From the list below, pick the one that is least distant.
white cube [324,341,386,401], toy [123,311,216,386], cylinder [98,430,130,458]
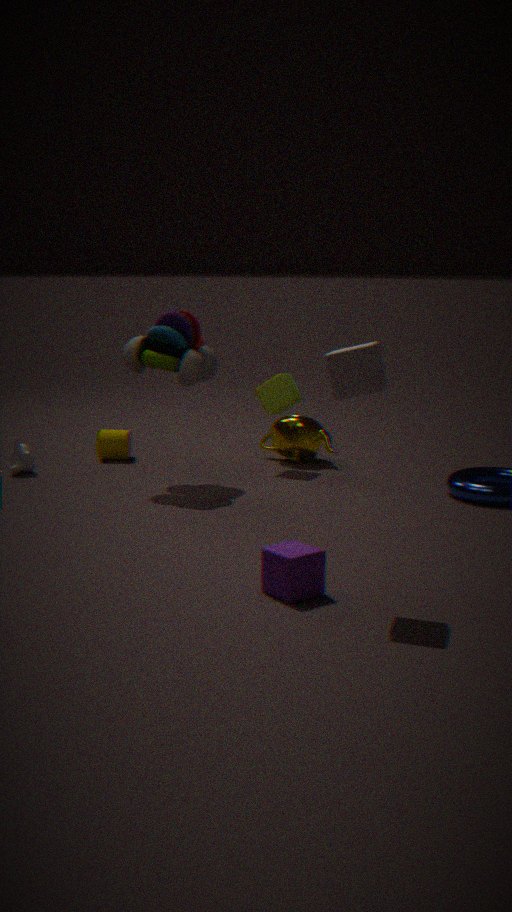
white cube [324,341,386,401]
